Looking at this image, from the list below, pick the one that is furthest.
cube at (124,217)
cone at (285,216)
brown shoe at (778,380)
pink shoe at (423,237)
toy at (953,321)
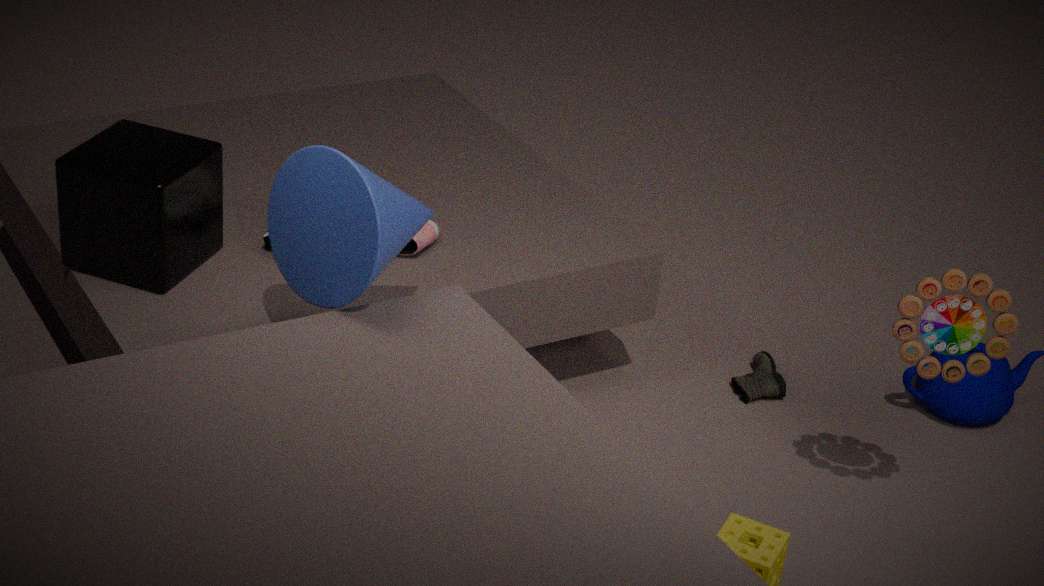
brown shoe at (778,380)
